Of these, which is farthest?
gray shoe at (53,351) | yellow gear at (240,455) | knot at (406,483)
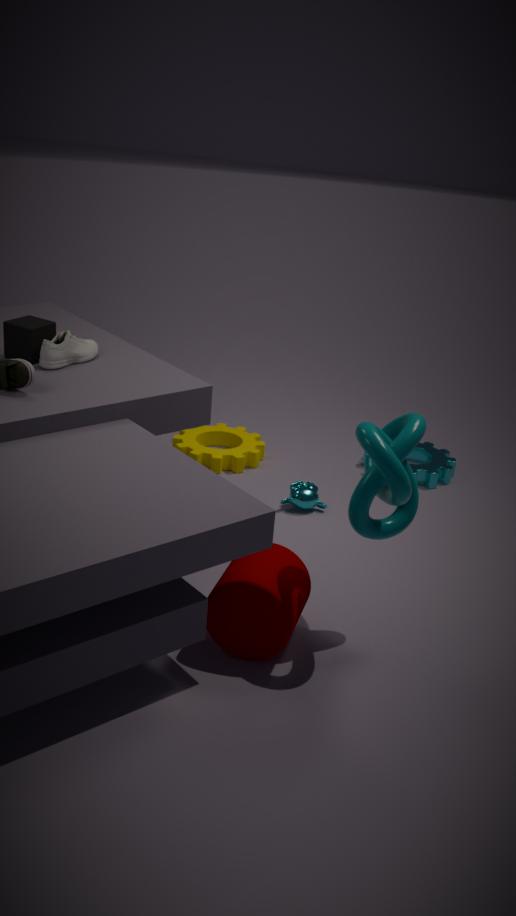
yellow gear at (240,455)
